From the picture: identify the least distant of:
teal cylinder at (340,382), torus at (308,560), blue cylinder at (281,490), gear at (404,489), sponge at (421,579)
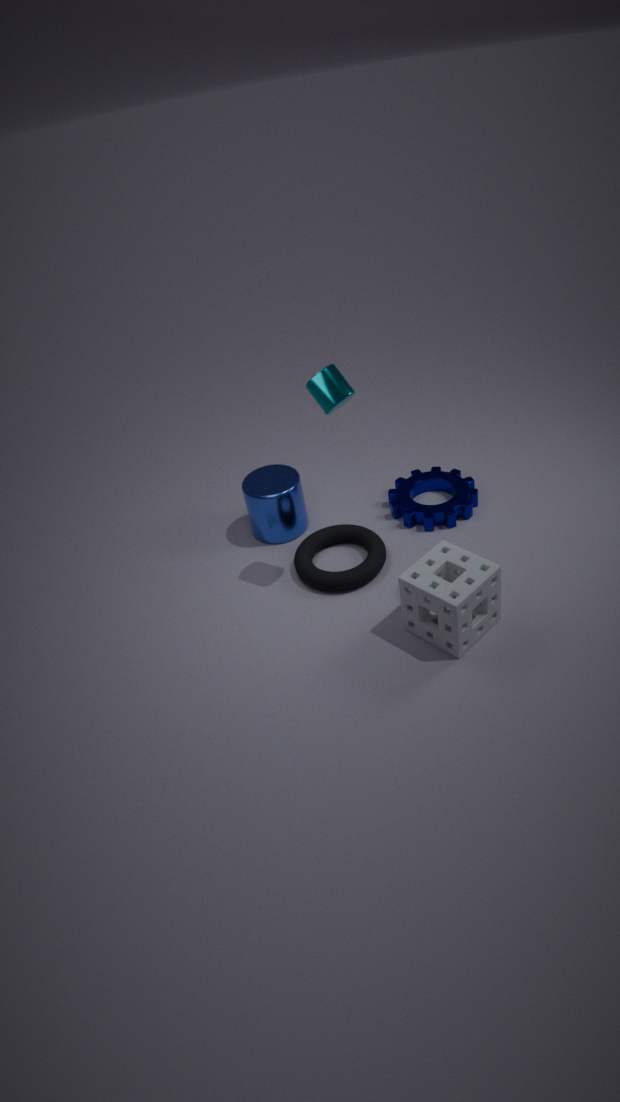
sponge at (421,579)
